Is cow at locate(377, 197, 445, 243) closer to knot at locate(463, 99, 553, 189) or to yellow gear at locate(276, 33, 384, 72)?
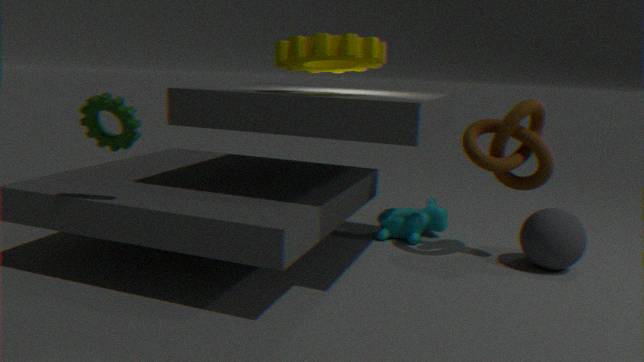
knot at locate(463, 99, 553, 189)
